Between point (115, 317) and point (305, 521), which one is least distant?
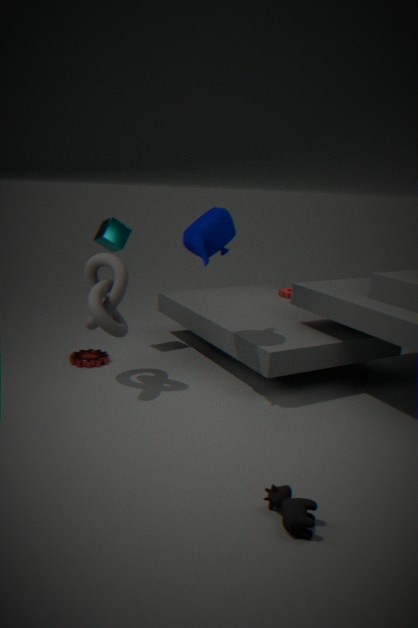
point (305, 521)
